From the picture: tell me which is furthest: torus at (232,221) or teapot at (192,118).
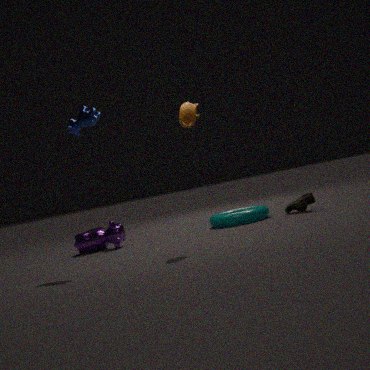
torus at (232,221)
